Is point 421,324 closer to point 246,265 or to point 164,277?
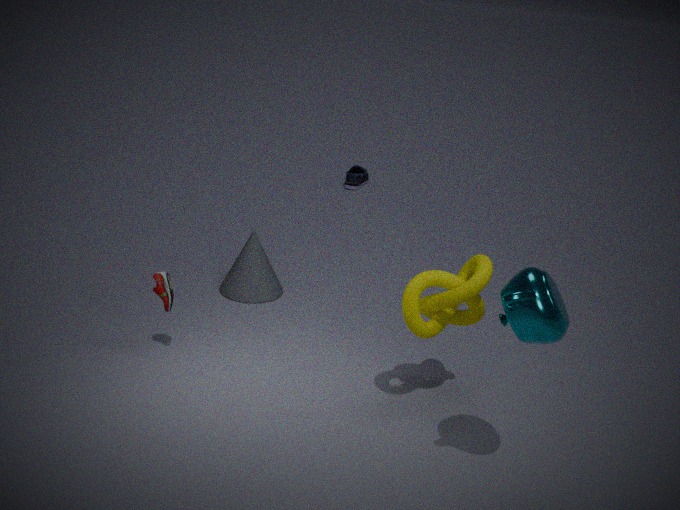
point 164,277
